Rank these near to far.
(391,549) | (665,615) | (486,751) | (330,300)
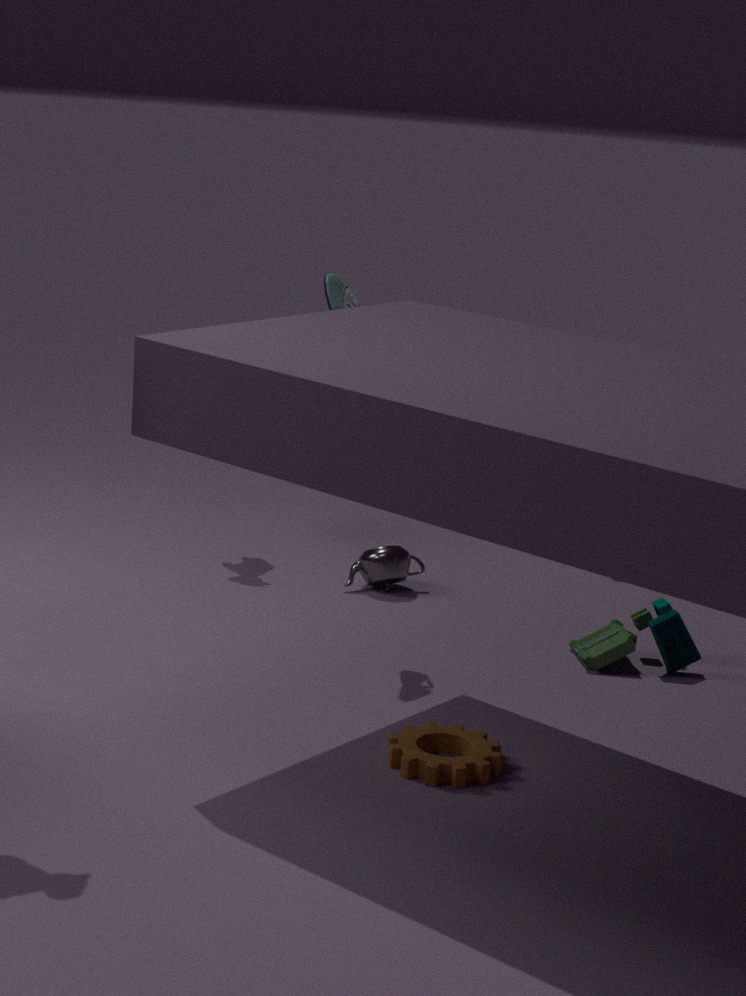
(486,751) < (330,300) < (665,615) < (391,549)
